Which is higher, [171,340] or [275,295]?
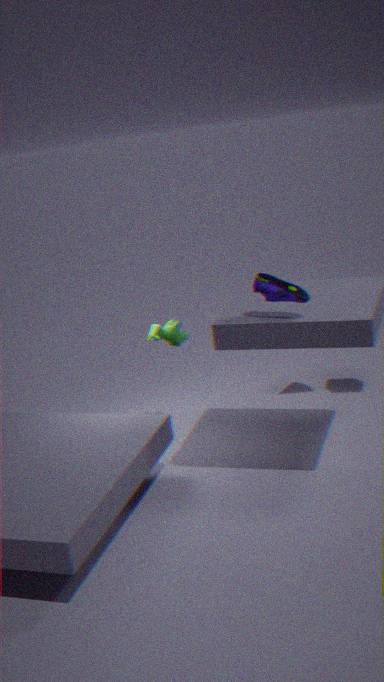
[275,295]
